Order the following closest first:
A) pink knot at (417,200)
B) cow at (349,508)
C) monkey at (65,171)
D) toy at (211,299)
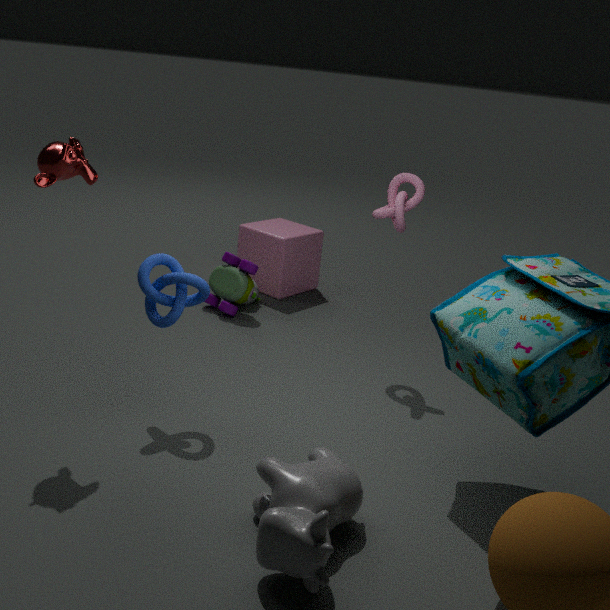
1. cow at (349,508)
2. monkey at (65,171)
3. pink knot at (417,200)
4. toy at (211,299)
